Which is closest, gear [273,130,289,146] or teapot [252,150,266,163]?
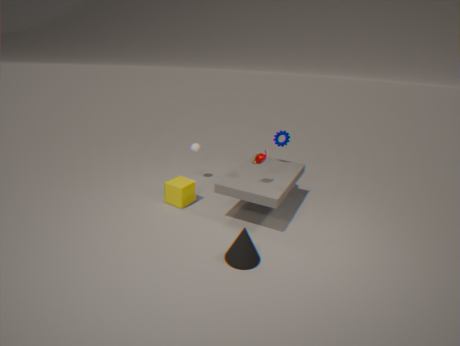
teapot [252,150,266,163]
